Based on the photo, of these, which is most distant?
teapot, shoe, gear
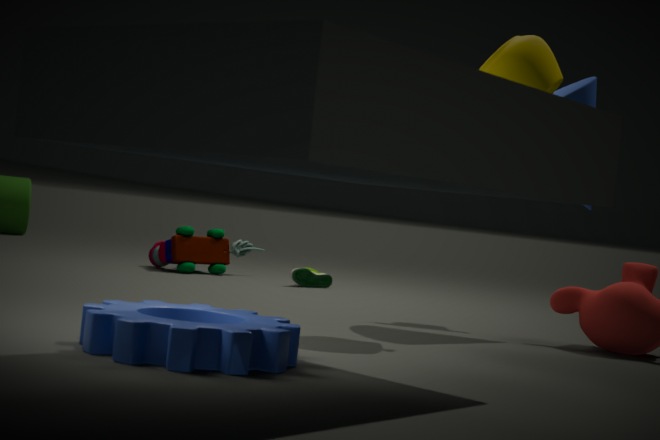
shoe
